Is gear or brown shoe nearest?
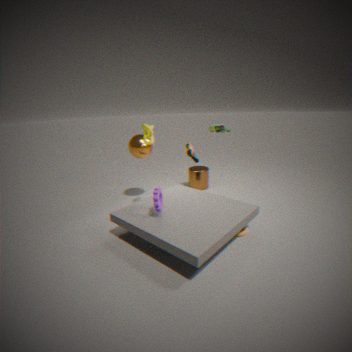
gear
